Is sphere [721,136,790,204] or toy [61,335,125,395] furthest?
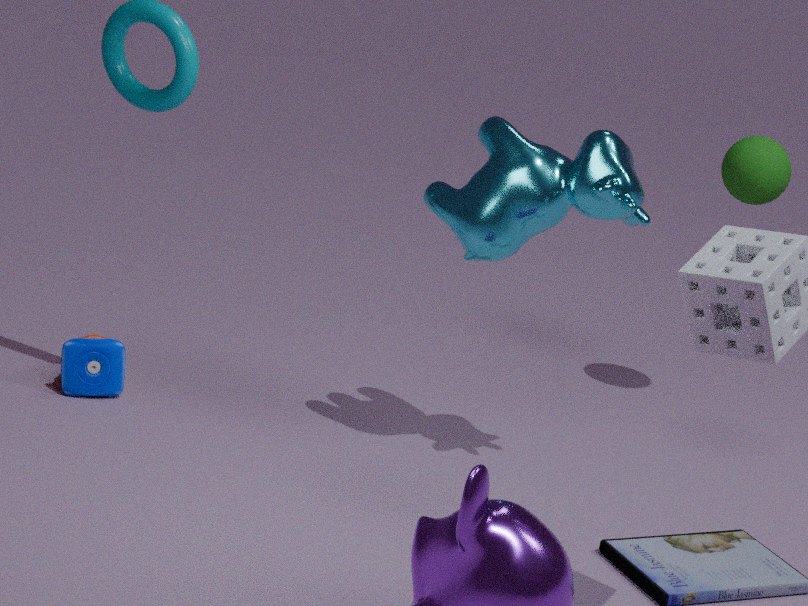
sphere [721,136,790,204]
